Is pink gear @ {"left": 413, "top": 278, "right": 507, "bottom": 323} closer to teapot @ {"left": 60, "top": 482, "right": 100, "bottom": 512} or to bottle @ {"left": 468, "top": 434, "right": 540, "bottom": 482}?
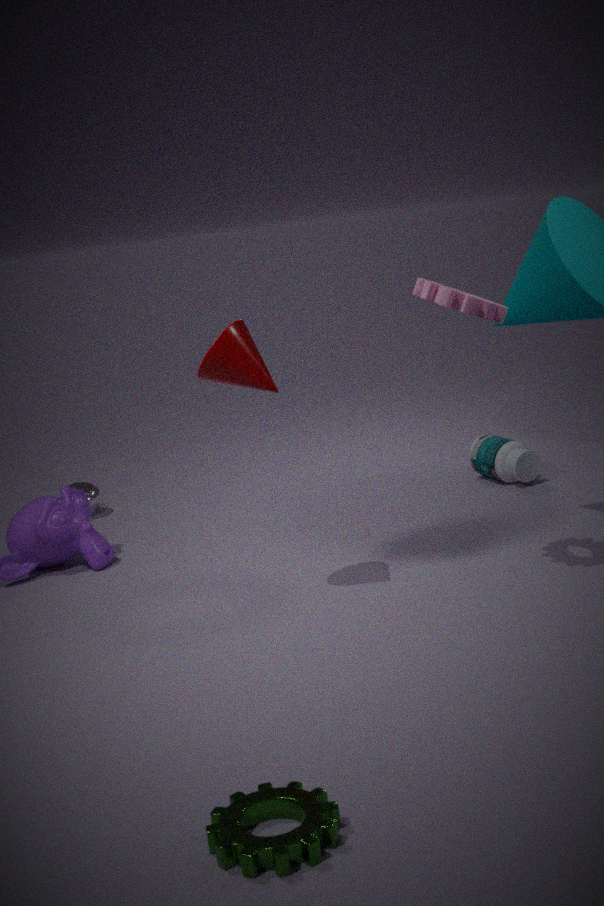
bottle @ {"left": 468, "top": 434, "right": 540, "bottom": 482}
